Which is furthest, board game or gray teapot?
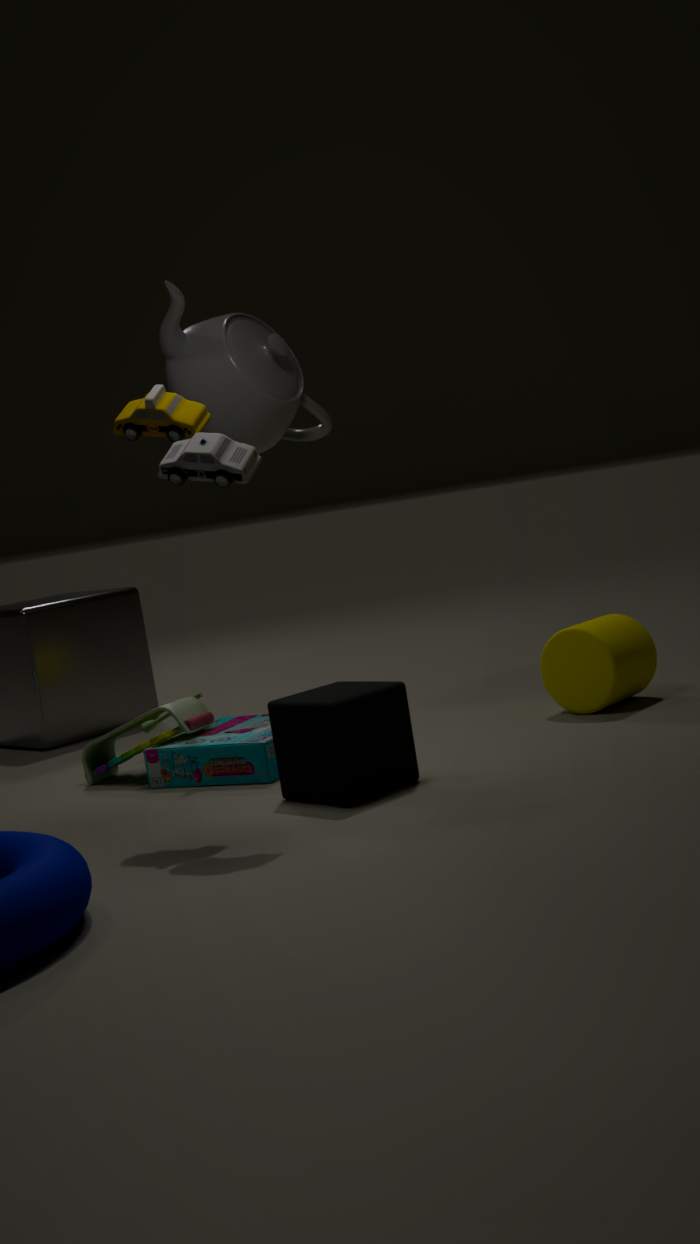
gray teapot
